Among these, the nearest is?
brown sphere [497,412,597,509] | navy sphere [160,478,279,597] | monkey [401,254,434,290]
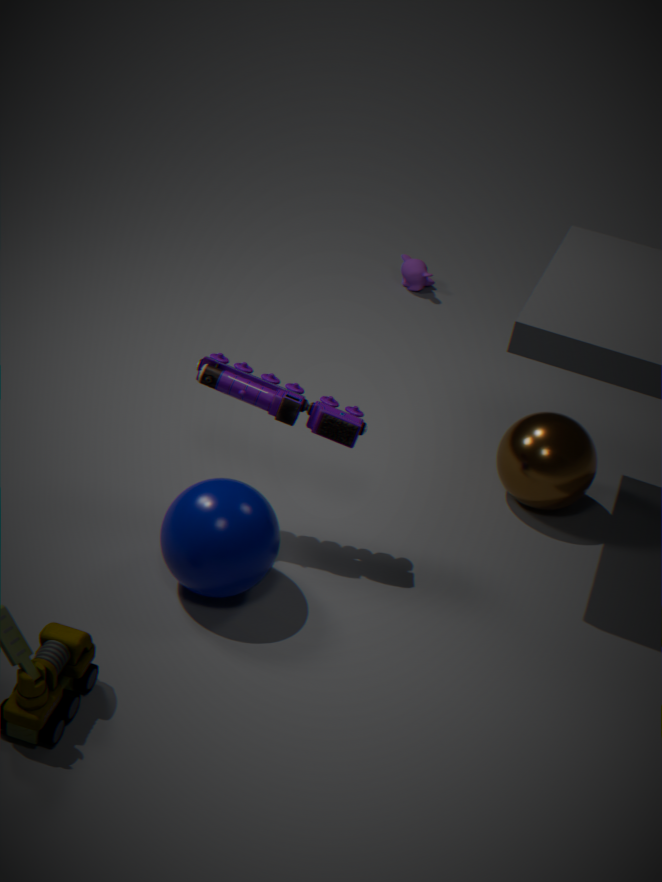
navy sphere [160,478,279,597]
